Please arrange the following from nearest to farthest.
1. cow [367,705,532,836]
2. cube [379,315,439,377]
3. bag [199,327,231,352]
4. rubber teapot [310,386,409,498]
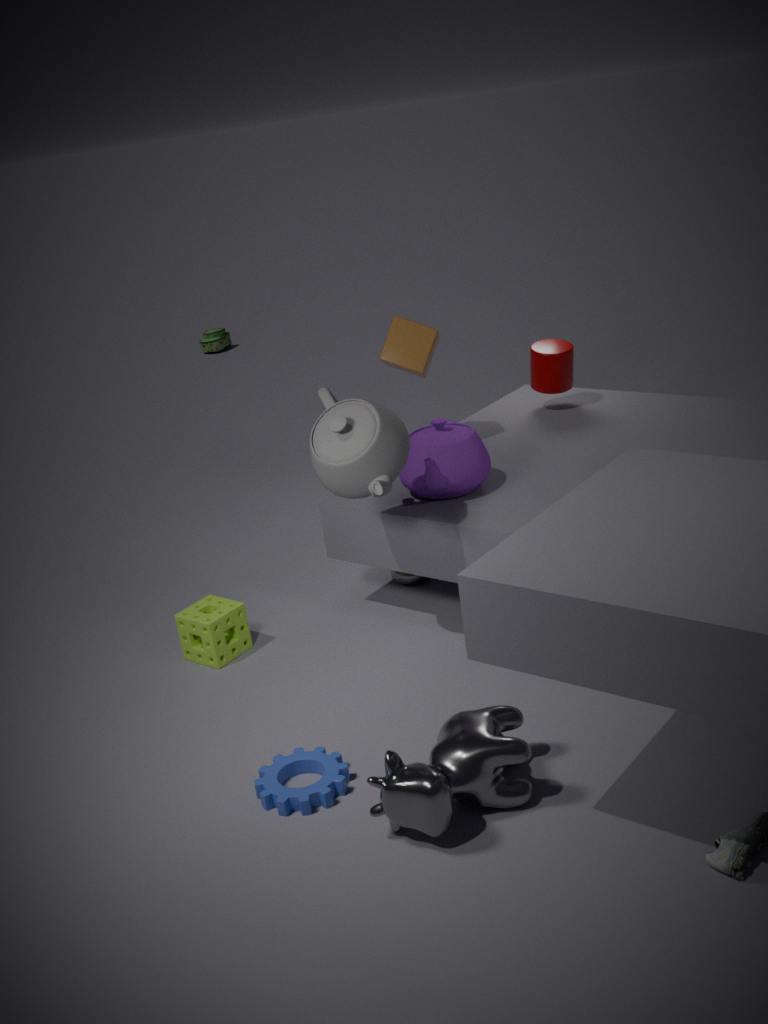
cow [367,705,532,836]
rubber teapot [310,386,409,498]
cube [379,315,439,377]
bag [199,327,231,352]
